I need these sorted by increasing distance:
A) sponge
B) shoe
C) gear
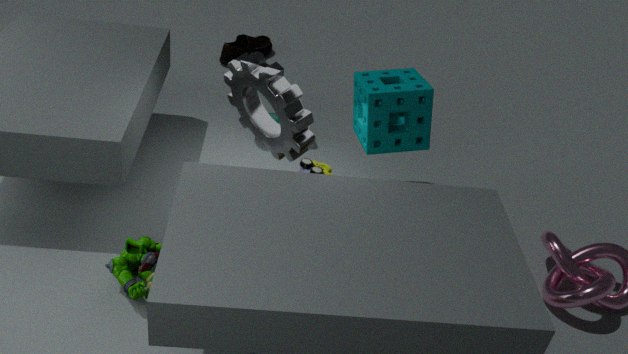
1. gear
2. sponge
3. shoe
